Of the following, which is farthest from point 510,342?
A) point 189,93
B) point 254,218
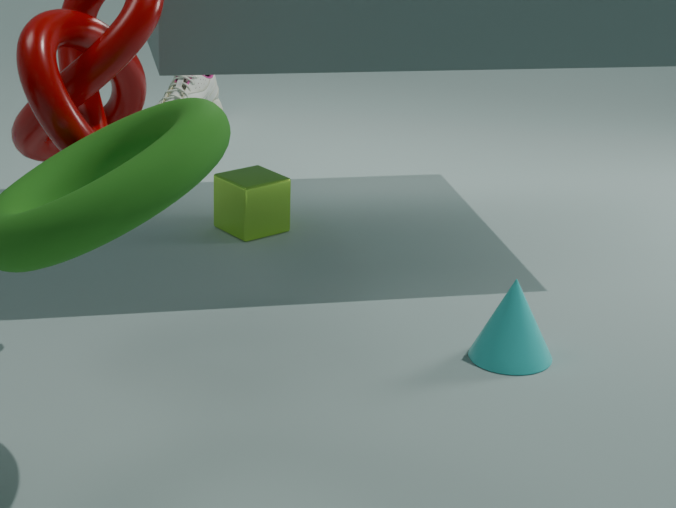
point 189,93
